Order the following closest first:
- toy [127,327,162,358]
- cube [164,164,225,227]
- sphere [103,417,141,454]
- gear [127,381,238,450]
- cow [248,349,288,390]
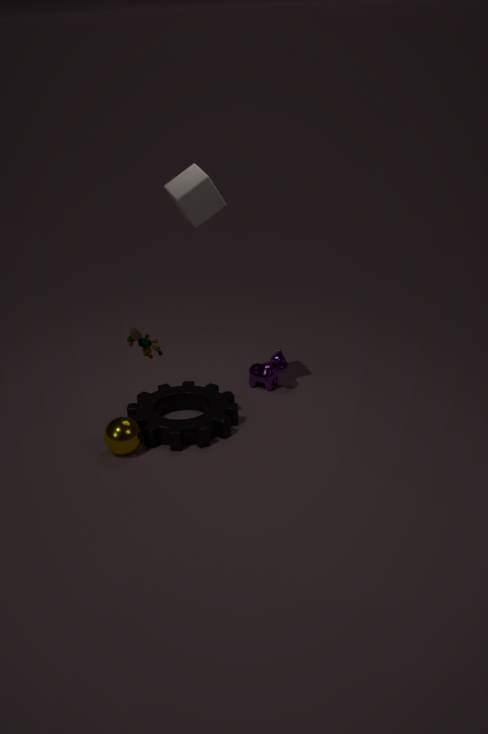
toy [127,327,162,358], cube [164,164,225,227], sphere [103,417,141,454], gear [127,381,238,450], cow [248,349,288,390]
